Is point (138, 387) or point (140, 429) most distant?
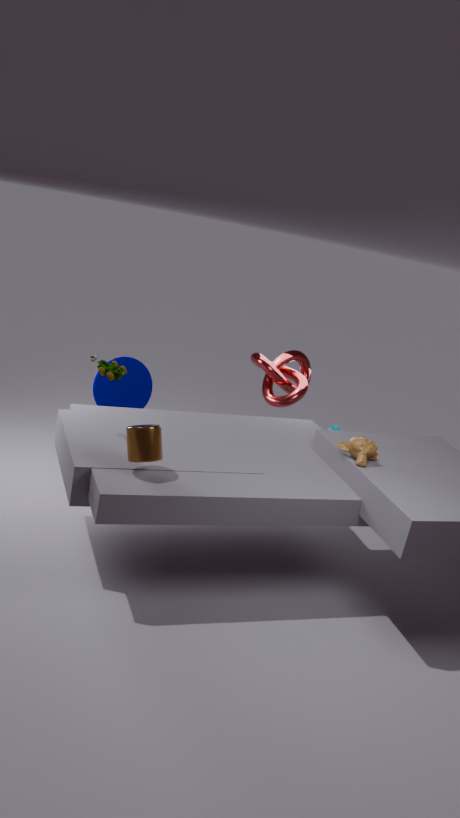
point (138, 387)
